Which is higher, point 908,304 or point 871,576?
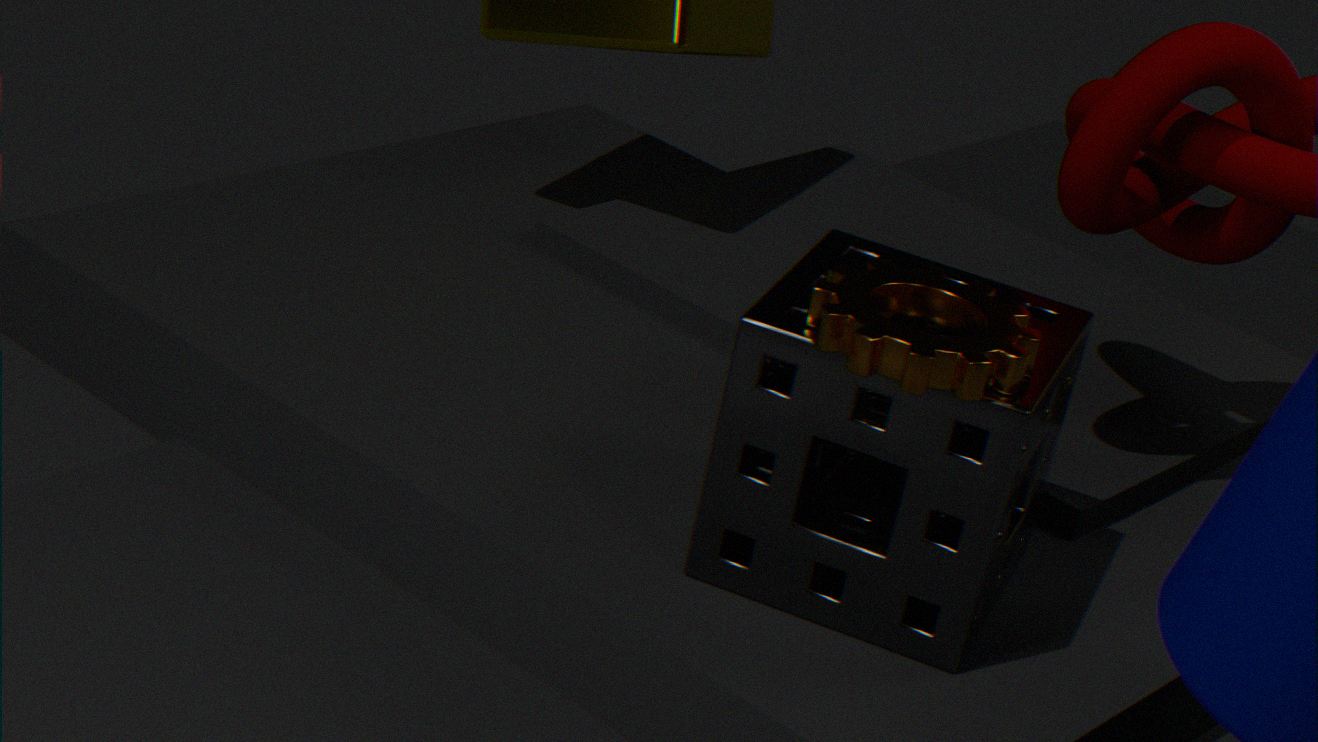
point 908,304
